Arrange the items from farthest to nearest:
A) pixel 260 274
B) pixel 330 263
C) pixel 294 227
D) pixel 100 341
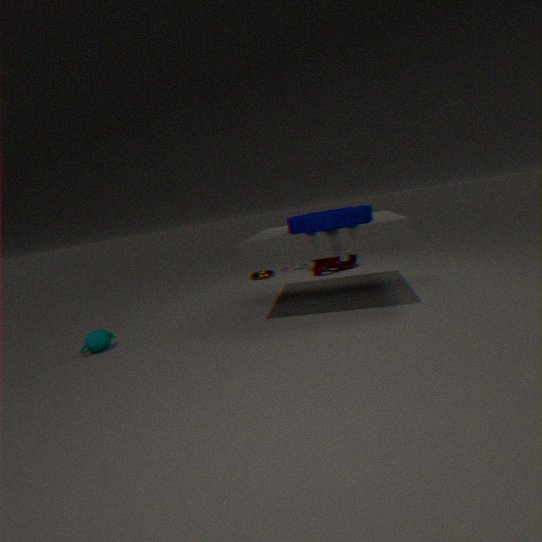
pixel 260 274
pixel 330 263
pixel 100 341
pixel 294 227
